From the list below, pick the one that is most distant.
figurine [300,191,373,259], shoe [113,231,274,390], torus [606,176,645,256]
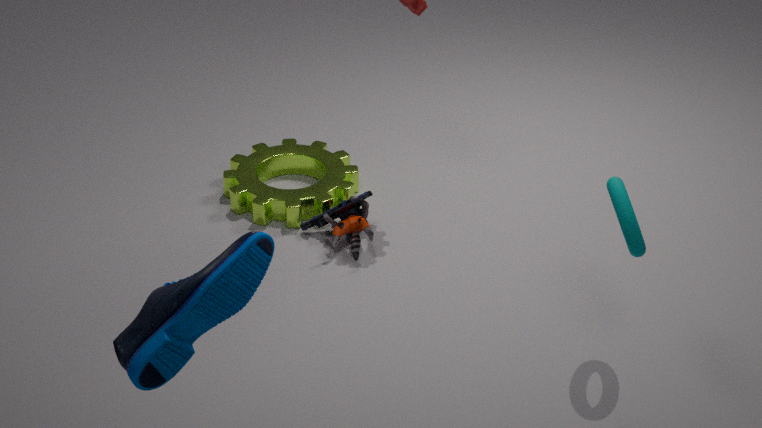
figurine [300,191,373,259]
